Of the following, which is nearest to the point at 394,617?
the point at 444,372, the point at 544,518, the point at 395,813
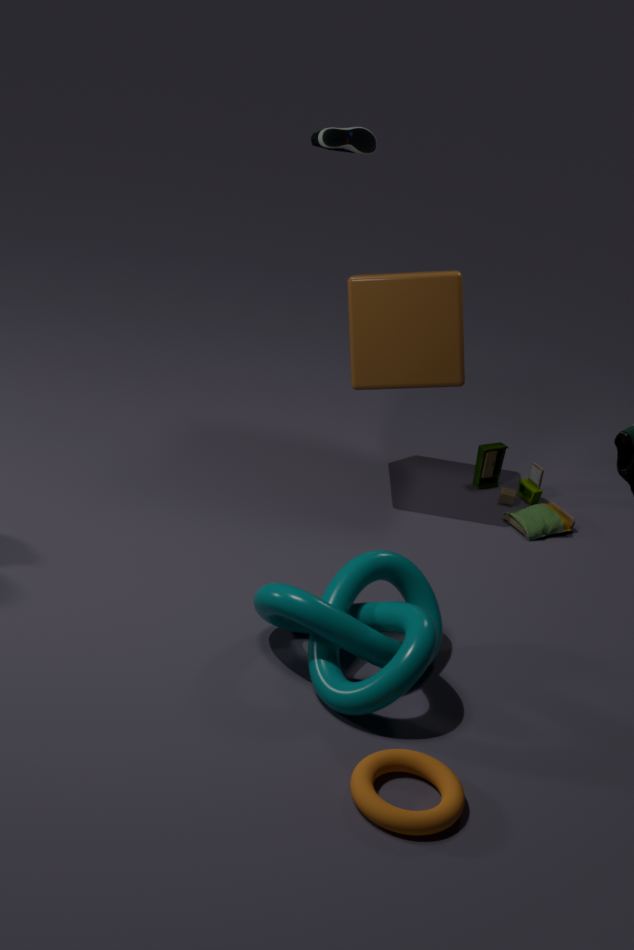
the point at 395,813
